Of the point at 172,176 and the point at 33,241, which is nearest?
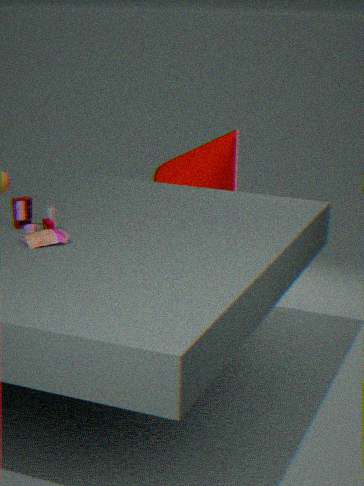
the point at 33,241
